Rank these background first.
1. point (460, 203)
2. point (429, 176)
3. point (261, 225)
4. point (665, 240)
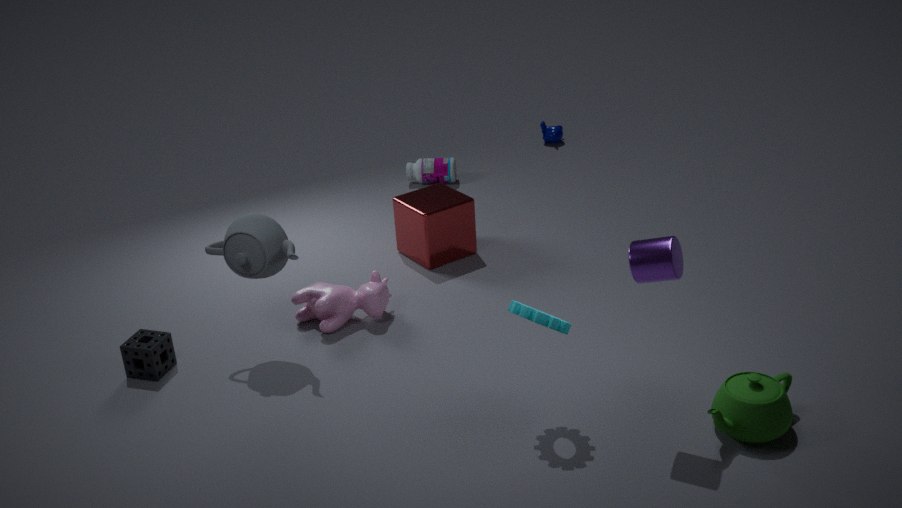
point (429, 176), point (460, 203), point (261, 225), point (665, 240)
